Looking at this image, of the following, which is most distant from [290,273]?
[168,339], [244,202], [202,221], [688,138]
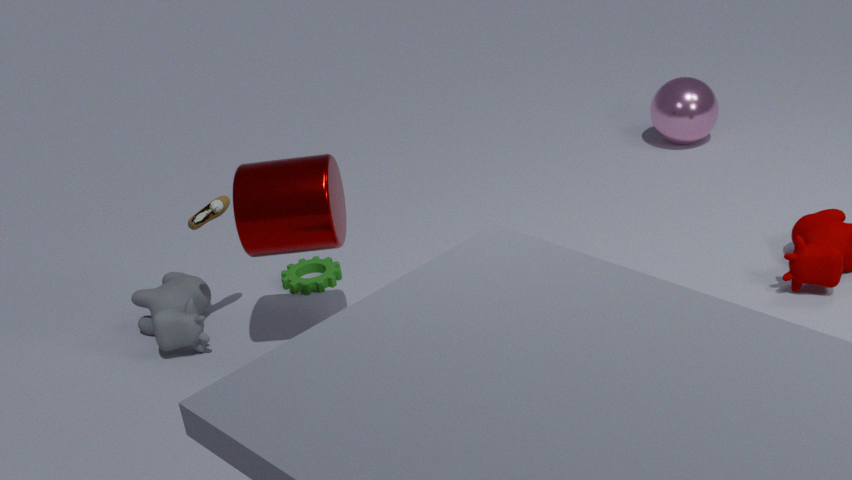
[688,138]
